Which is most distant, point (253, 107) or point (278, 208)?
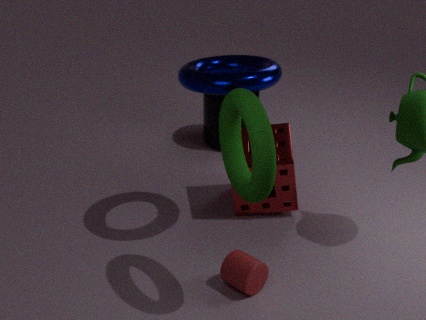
point (278, 208)
